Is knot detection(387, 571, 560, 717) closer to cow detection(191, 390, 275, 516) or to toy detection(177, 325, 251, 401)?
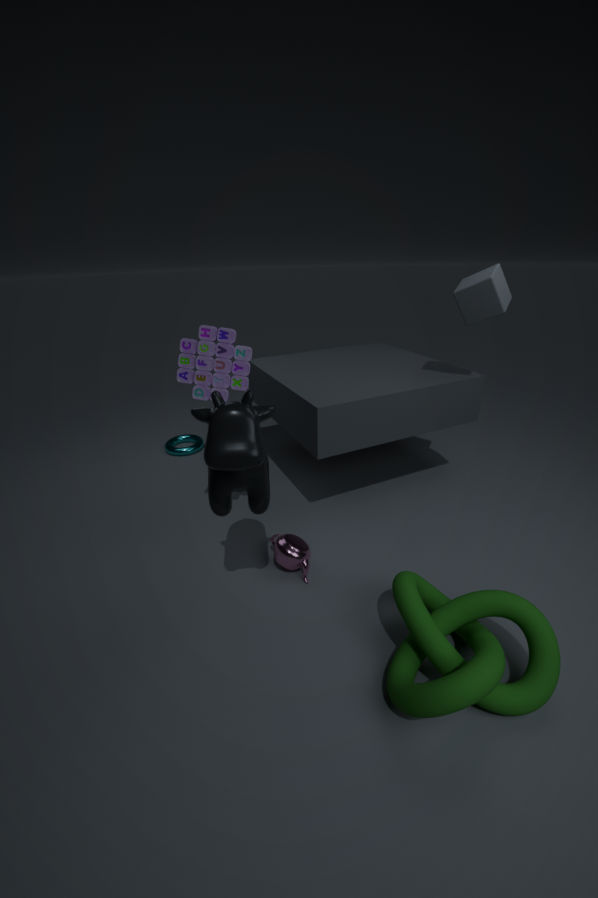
cow detection(191, 390, 275, 516)
